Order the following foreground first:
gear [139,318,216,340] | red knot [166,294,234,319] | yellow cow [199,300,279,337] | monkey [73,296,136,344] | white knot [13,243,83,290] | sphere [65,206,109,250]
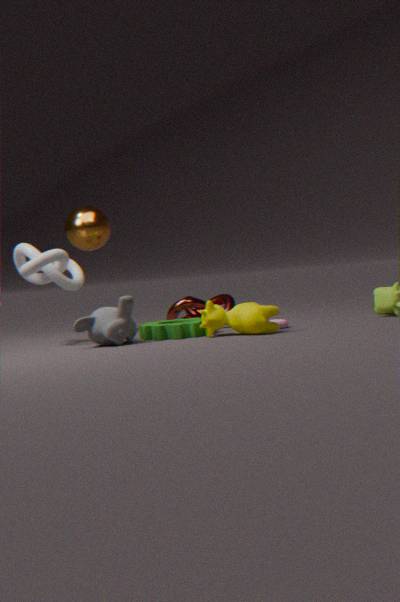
yellow cow [199,300,279,337] < monkey [73,296,136,344] < gear [139,318,216,340] < white knot [13,243,83,290] < red knot [166,294,234,319] < sphere [65,206,109,250]
